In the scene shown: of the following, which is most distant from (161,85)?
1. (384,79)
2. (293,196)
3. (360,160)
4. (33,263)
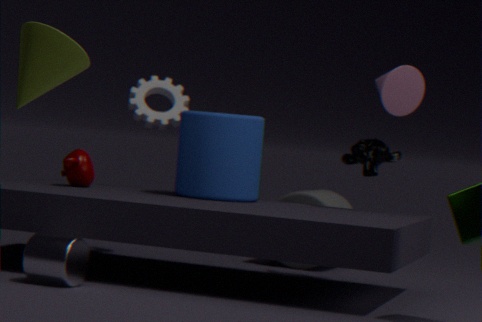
(33,263)
